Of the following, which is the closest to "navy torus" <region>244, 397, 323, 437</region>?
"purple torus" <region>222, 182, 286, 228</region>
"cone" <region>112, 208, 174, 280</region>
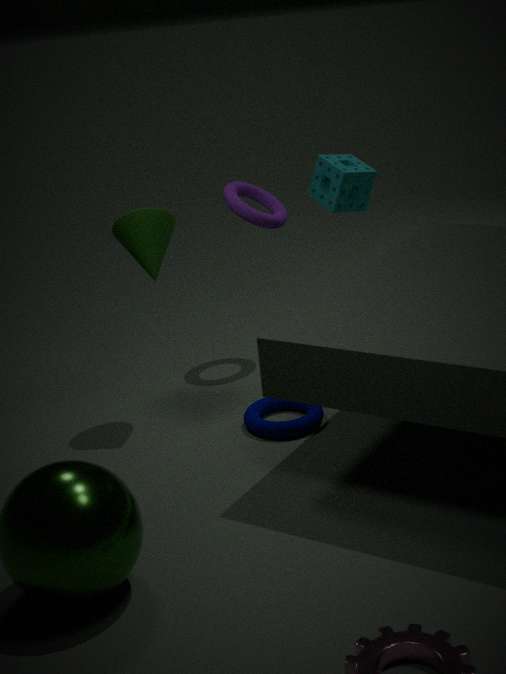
"cone" <region>112, 208, 174, 280</region>
